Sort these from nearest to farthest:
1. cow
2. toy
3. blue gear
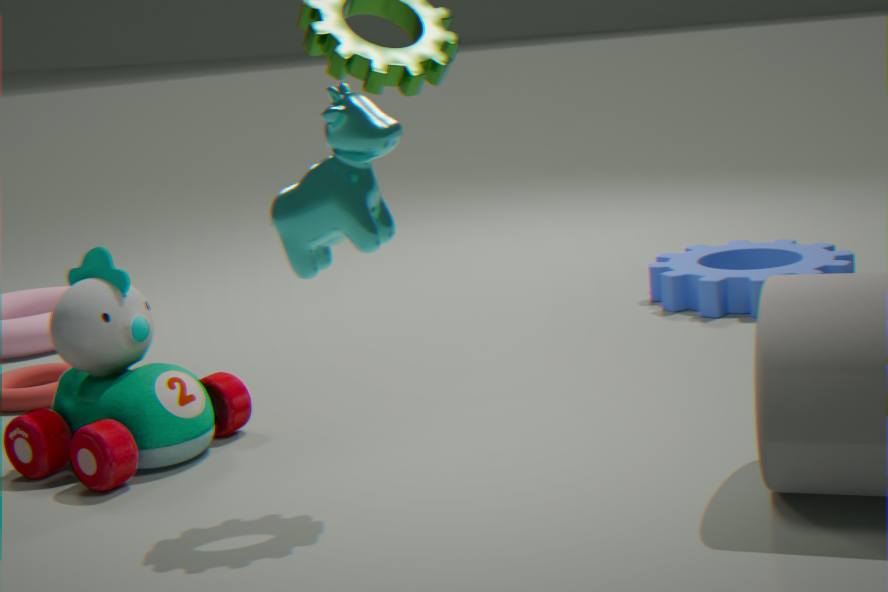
cow → toy → blue gear
